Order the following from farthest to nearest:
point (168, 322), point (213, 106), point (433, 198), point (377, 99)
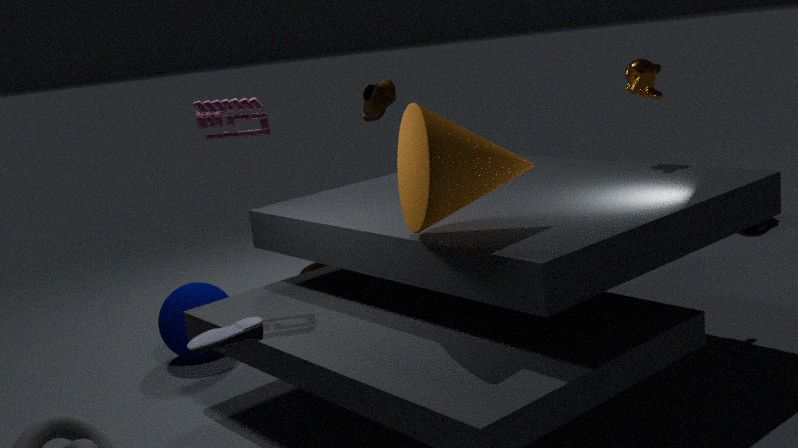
point (377, 99)
point (168, 322)
point (213, 106)
point (433, 198)
